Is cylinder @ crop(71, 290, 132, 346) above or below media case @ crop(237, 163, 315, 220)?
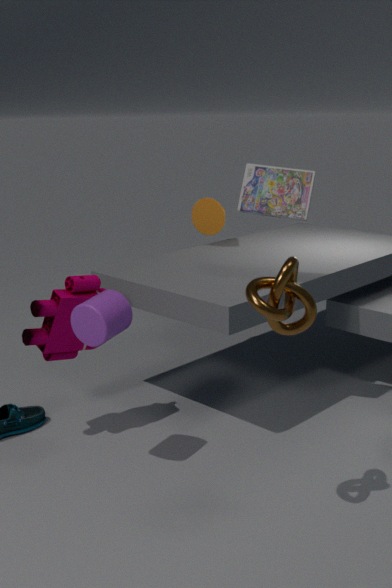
below
